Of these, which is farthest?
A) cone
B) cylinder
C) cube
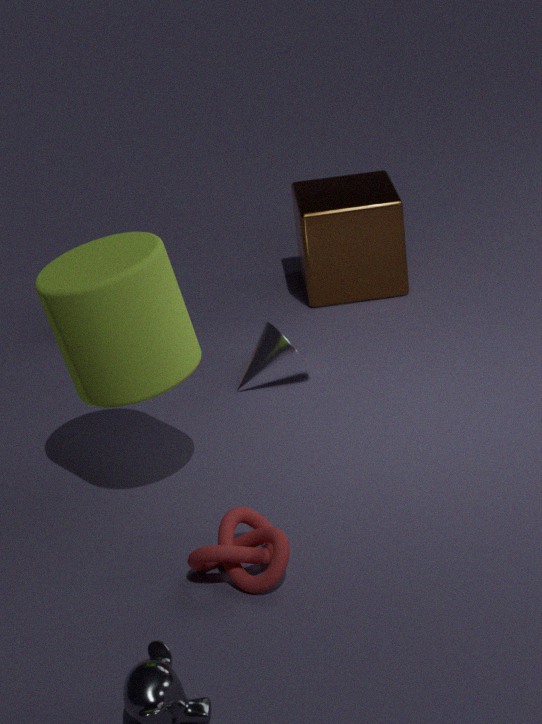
cube
